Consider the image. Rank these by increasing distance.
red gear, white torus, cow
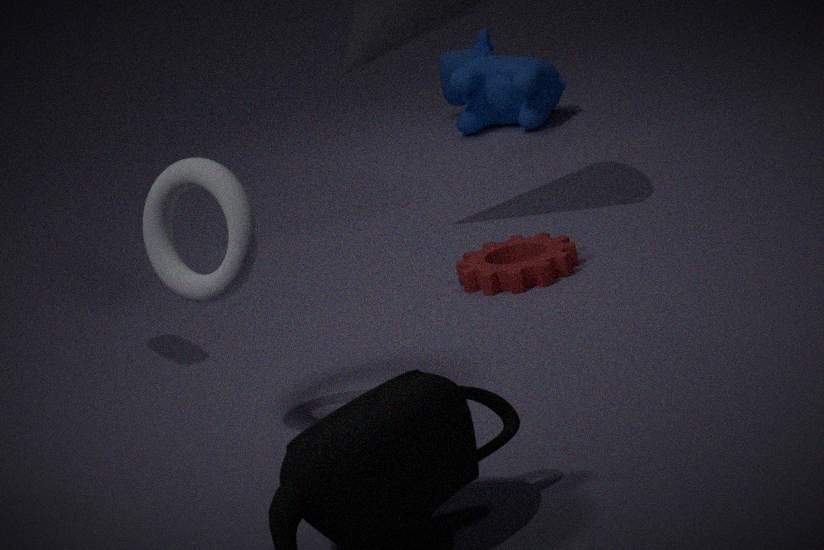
white torus → red gear → cow
